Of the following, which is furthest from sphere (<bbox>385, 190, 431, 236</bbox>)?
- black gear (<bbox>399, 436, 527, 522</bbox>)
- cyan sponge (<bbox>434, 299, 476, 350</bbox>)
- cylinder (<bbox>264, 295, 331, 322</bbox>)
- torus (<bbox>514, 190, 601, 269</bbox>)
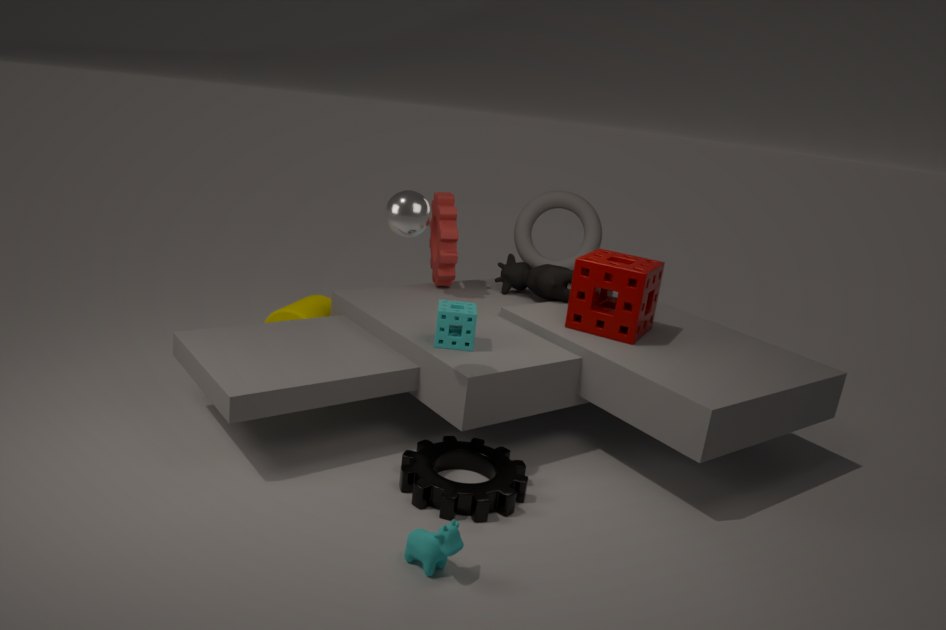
torus (<bbox>514, 190, 601, 269</bbox>)
